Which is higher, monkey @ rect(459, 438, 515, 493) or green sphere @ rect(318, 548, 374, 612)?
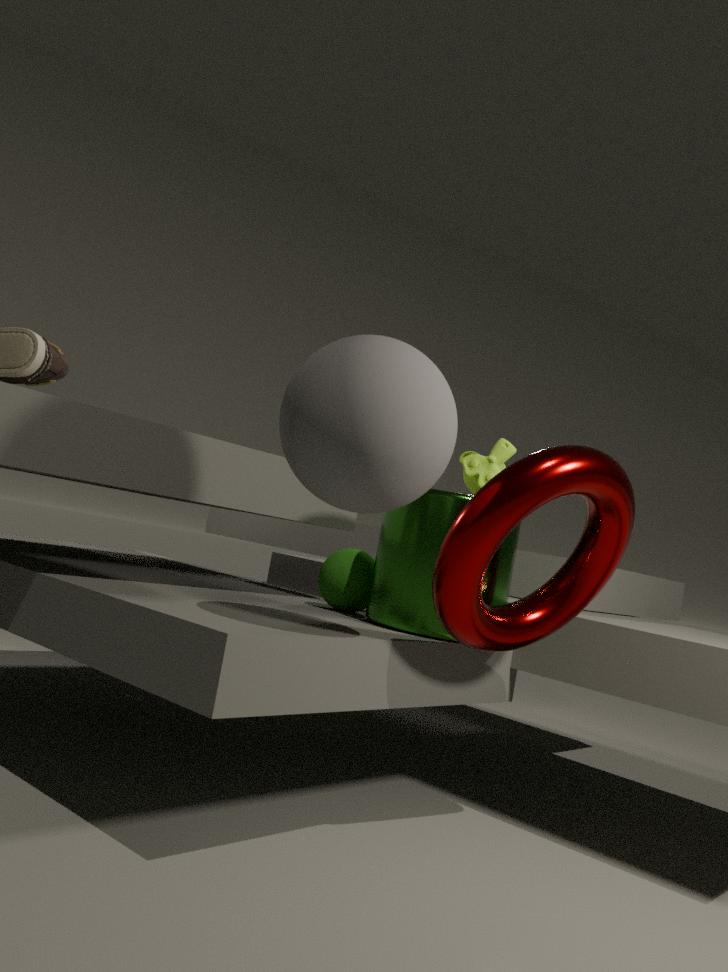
monkey @ rect(459, 438, 515, 493)
